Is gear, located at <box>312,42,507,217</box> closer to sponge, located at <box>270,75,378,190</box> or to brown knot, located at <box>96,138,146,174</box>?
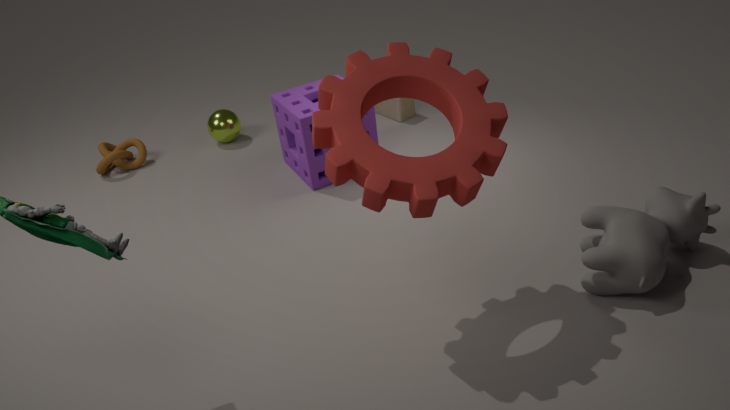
sponge, located at <box>270,75,378,190</box>
